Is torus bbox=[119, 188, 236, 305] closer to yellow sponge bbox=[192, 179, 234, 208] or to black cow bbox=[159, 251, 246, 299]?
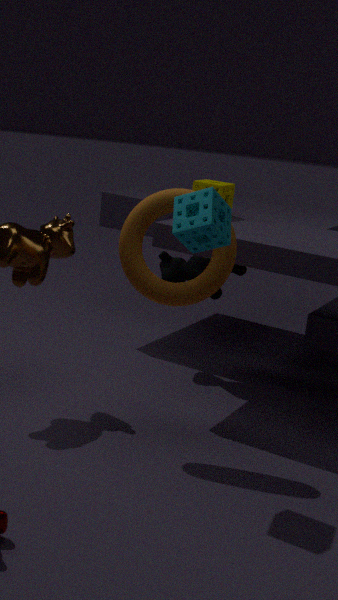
yellow sponge bbox=[192, 179, 234, 208]
